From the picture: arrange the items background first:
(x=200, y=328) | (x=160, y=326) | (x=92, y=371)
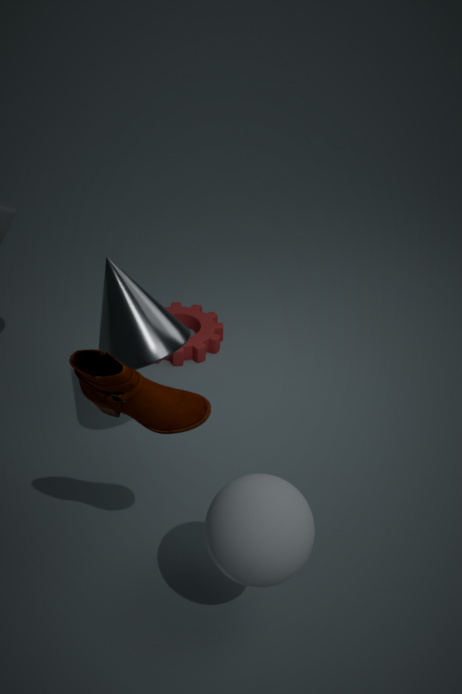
(x=200, y=328) → (x=160, y=326) → (x=92, y=371)
